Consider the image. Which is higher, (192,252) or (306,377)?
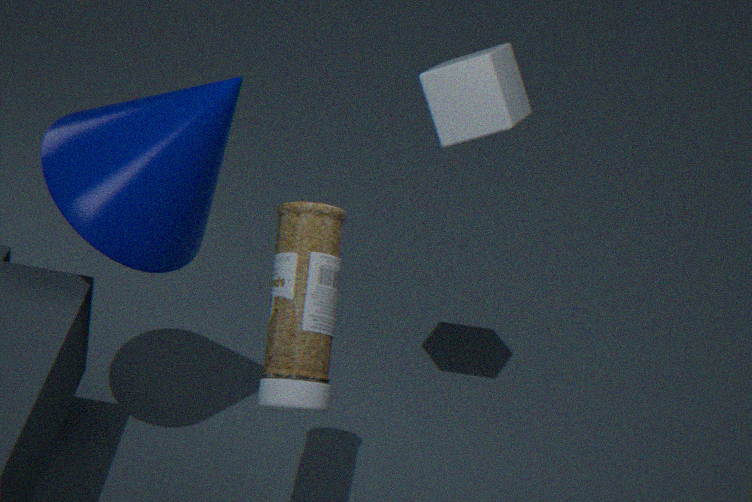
(192,252)
